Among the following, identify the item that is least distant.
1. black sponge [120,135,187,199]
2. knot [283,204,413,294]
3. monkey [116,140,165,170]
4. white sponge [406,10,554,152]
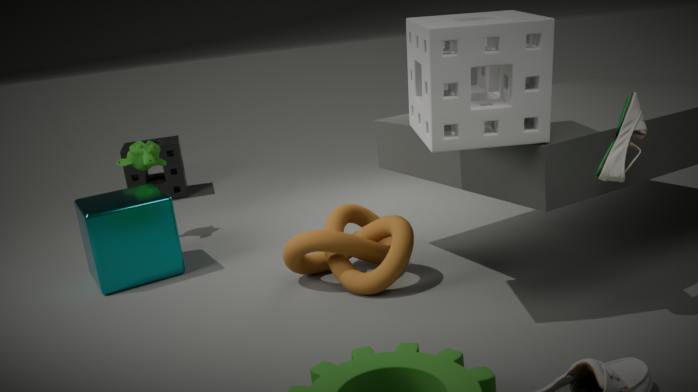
white sponge [406,10,554,152]
